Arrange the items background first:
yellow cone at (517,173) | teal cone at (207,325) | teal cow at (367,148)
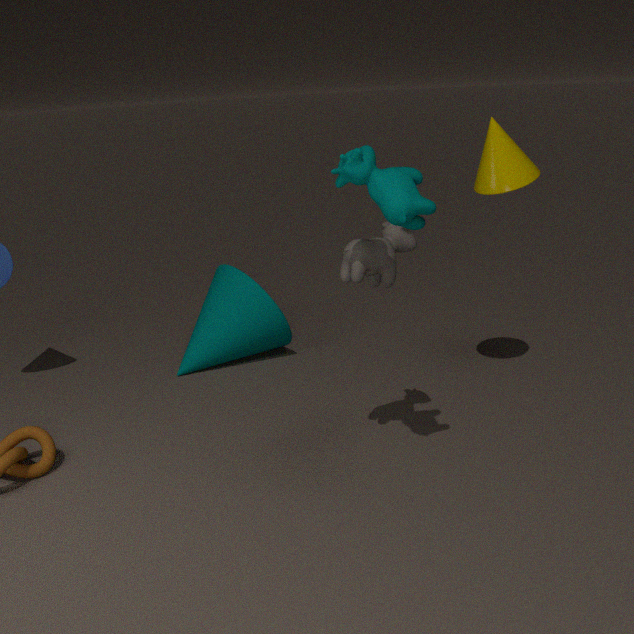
1. teal cone at (207,325)
2. yellow cone at (517,173)
3. teal cow at (367,148)
